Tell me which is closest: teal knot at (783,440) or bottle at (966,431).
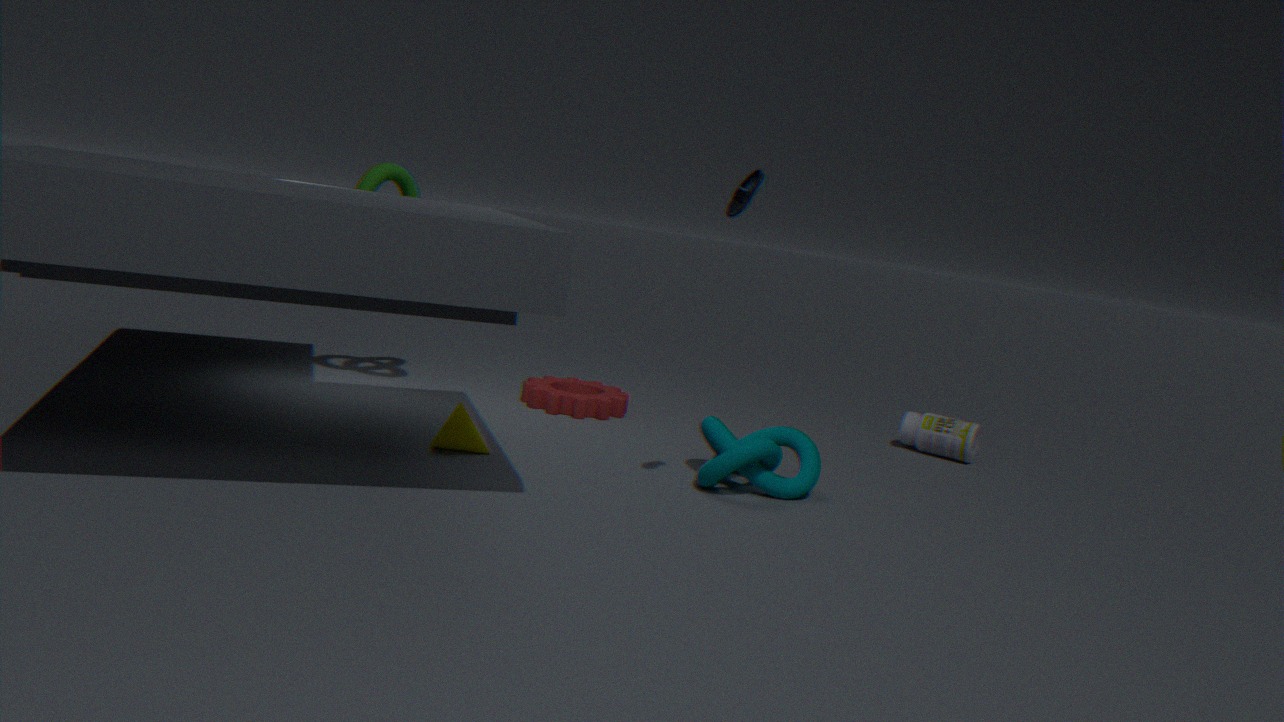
teal knot at (783,440)
